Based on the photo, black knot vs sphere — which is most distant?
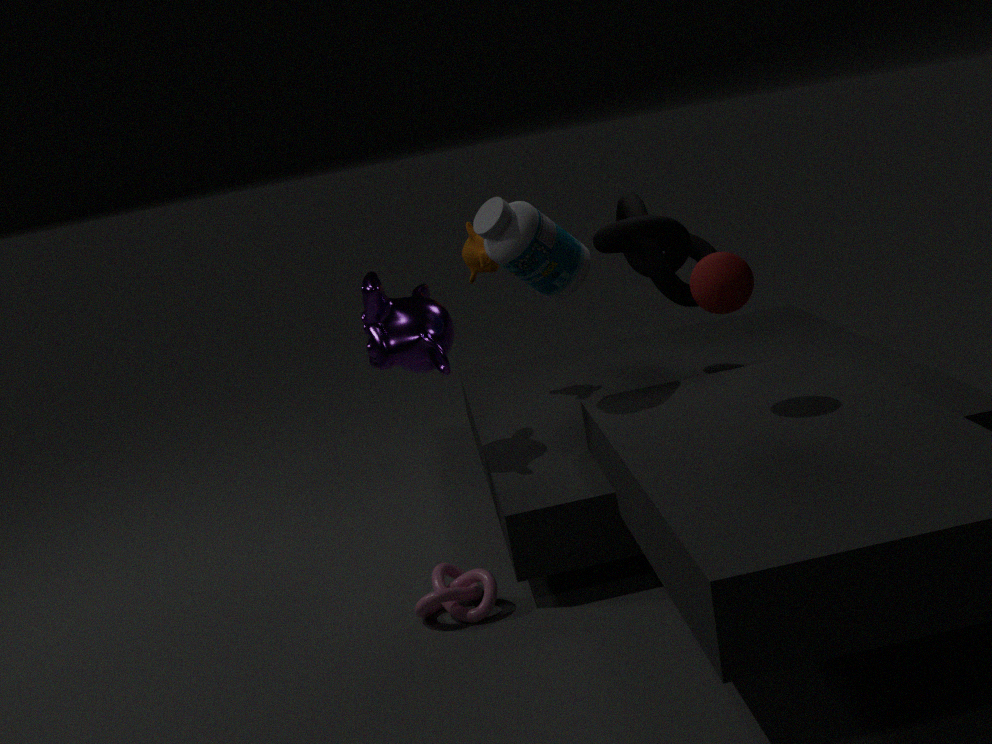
black knot
